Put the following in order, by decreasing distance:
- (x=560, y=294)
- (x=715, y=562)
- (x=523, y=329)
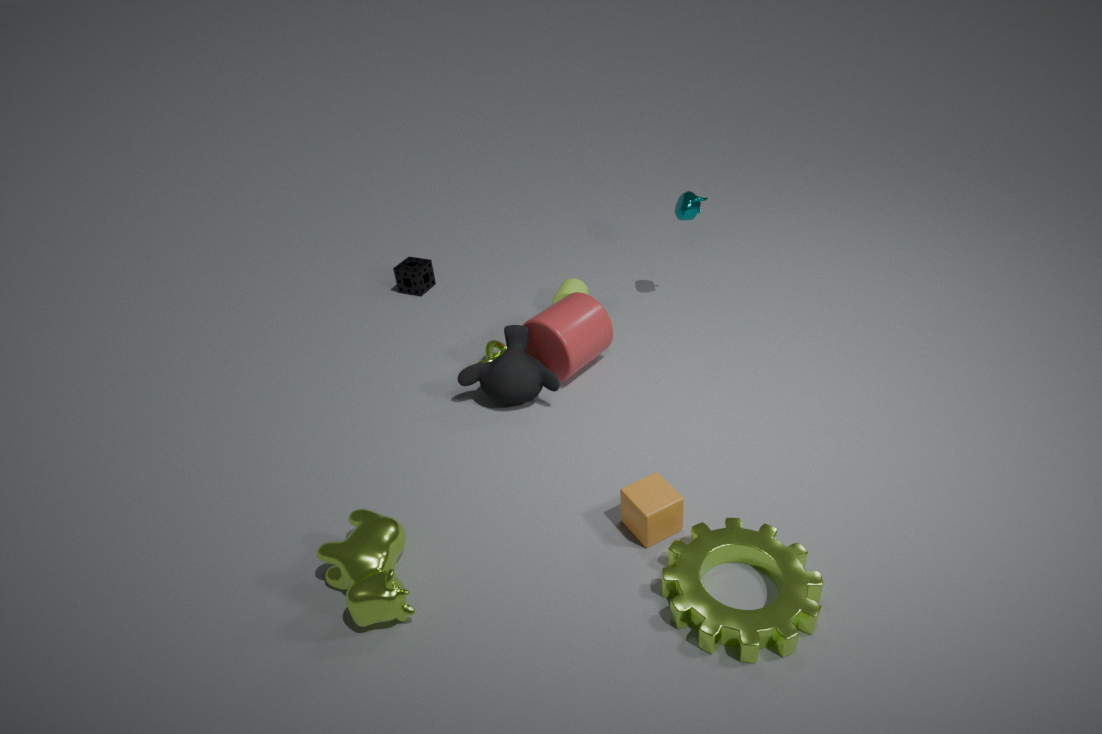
1. (x=560, y=294)
2. (x=523, y=329)
3. (x=715, y=562)
